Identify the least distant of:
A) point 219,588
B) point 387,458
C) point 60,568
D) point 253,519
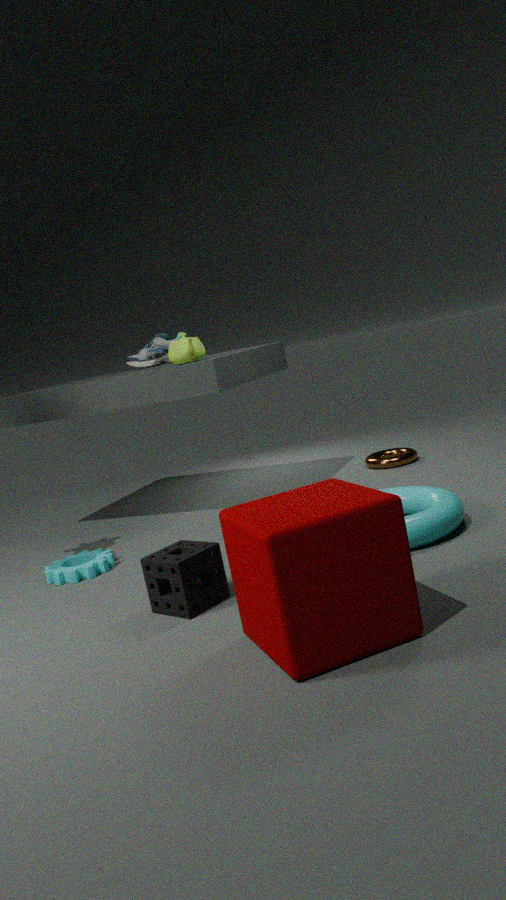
point 253,519
